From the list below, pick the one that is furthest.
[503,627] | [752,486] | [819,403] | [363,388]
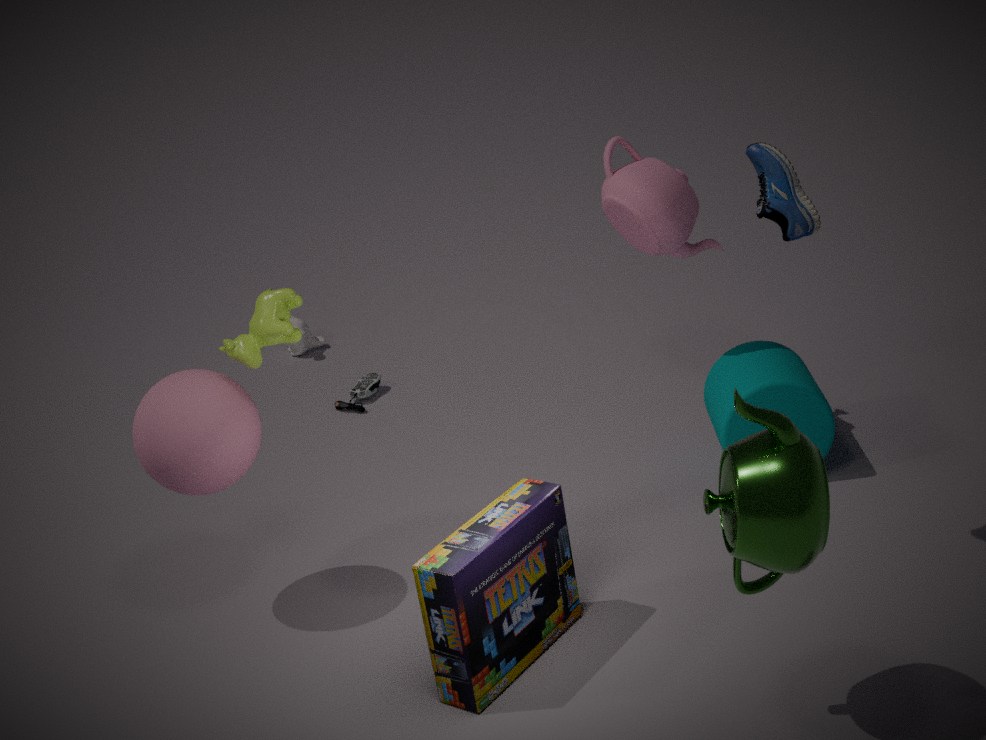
[363,388]
